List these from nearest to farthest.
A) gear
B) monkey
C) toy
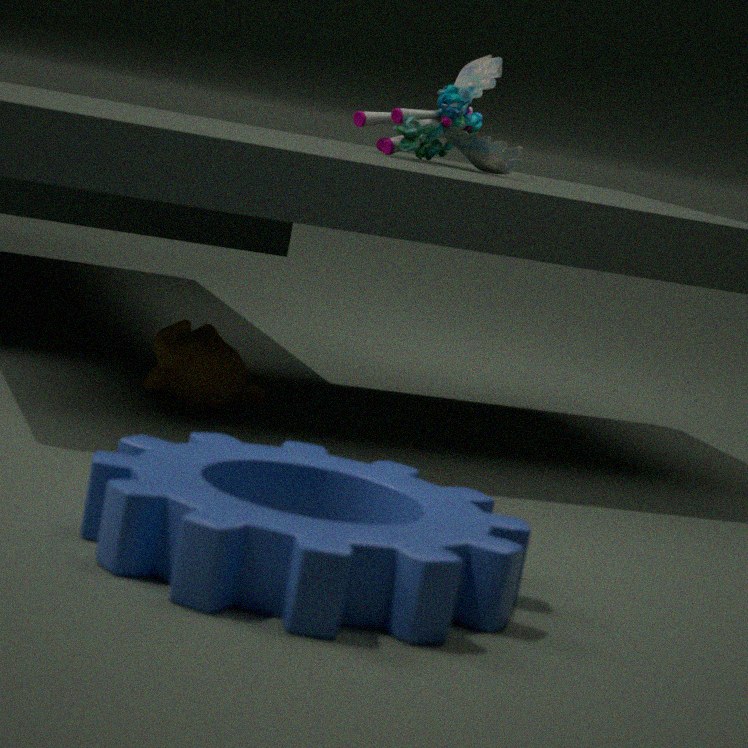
gear < monkey < toy
